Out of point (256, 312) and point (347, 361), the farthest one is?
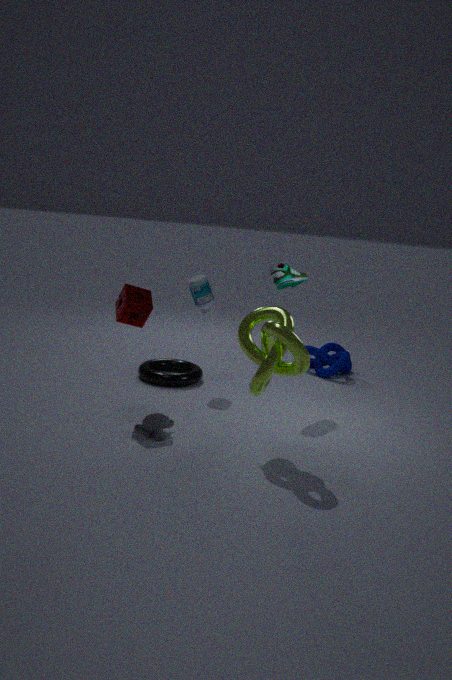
point (347, 361)
